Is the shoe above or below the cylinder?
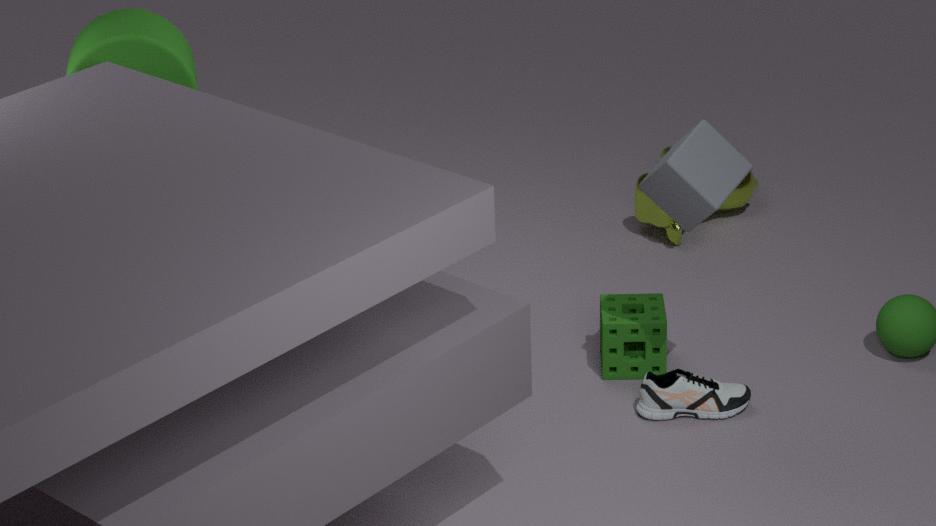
below
